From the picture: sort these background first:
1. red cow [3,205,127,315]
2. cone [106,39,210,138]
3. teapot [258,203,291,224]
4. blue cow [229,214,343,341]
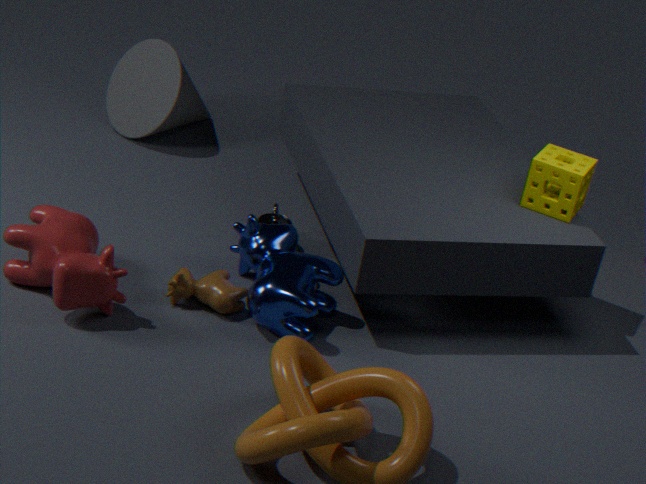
cone [106,39,210,138] → teapot [258,203,291,224] → blue cow [229,214,343,341] → red cow [3,205,127,315]
